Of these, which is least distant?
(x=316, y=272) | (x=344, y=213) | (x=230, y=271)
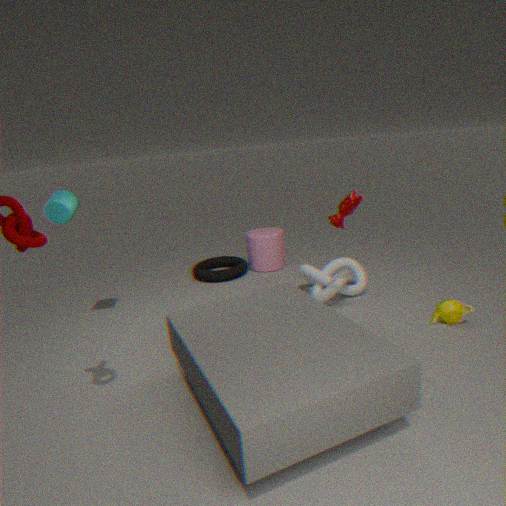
(x=344, y=213)
